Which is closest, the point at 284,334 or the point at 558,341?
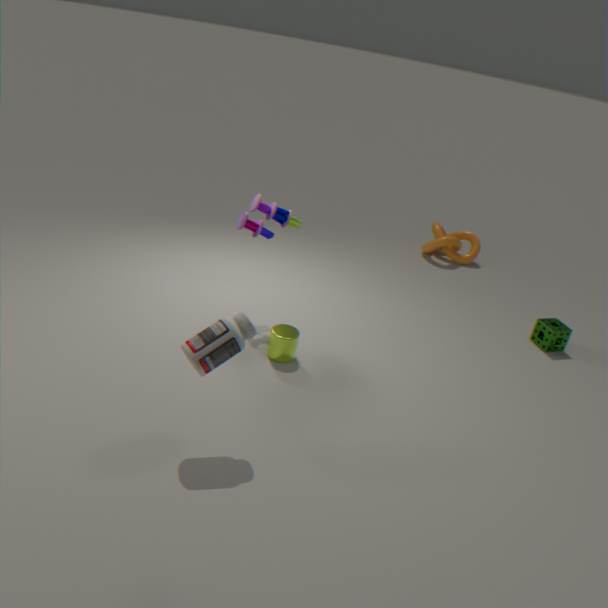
the point at 284,334
